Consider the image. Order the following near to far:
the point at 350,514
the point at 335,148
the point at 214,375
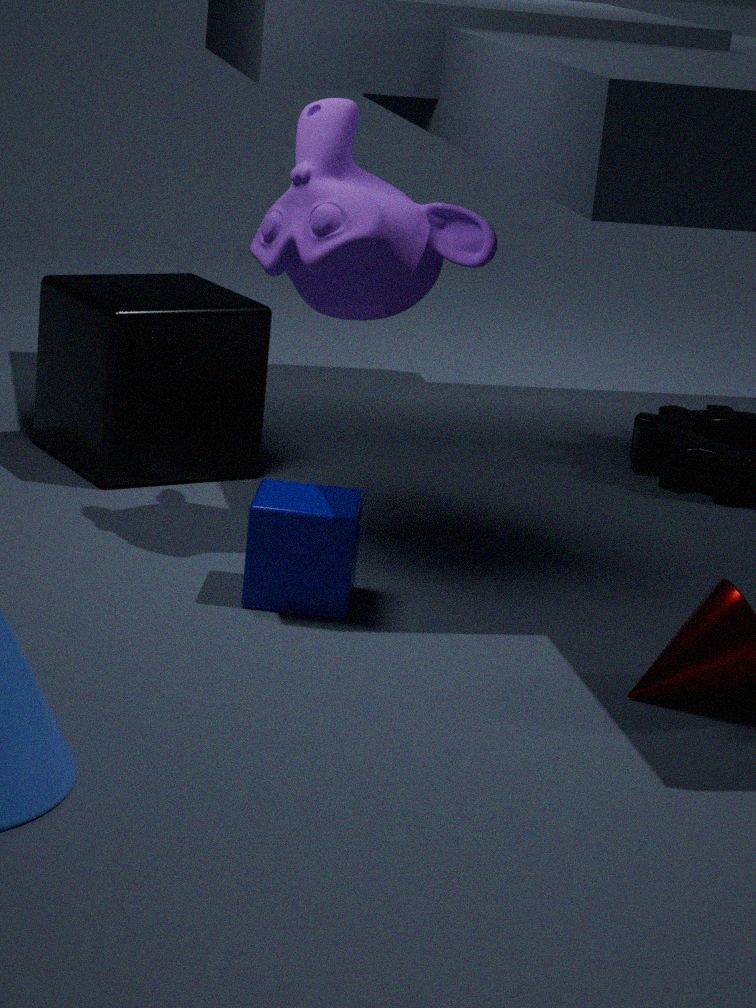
1. the point at 350,514
2. the point at 335,148
3. the point at 214,375
